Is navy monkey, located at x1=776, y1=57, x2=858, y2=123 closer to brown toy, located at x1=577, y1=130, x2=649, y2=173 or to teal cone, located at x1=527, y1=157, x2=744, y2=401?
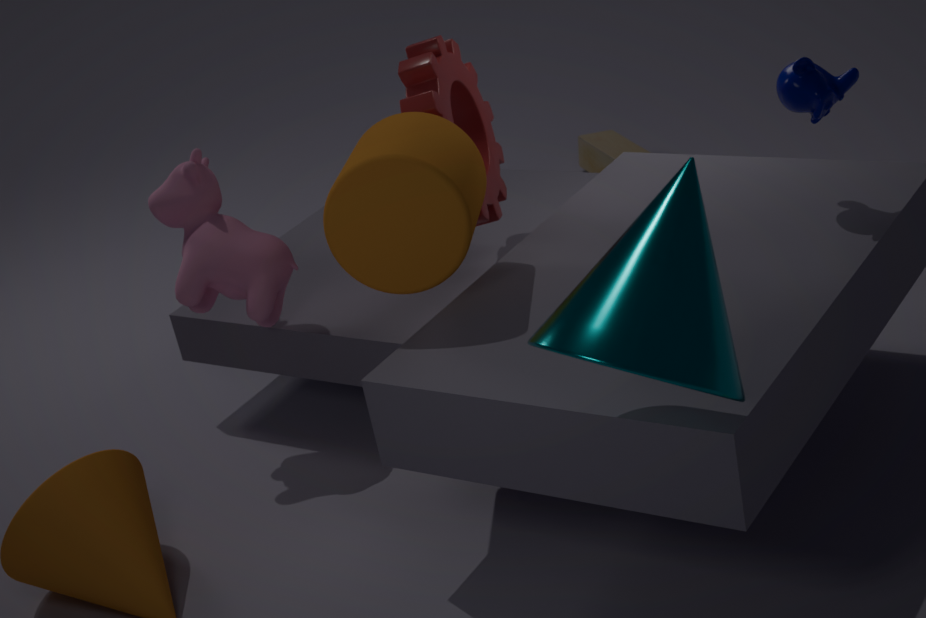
teal cone, located at x1=527, y1=157, x2=744, y2=401
